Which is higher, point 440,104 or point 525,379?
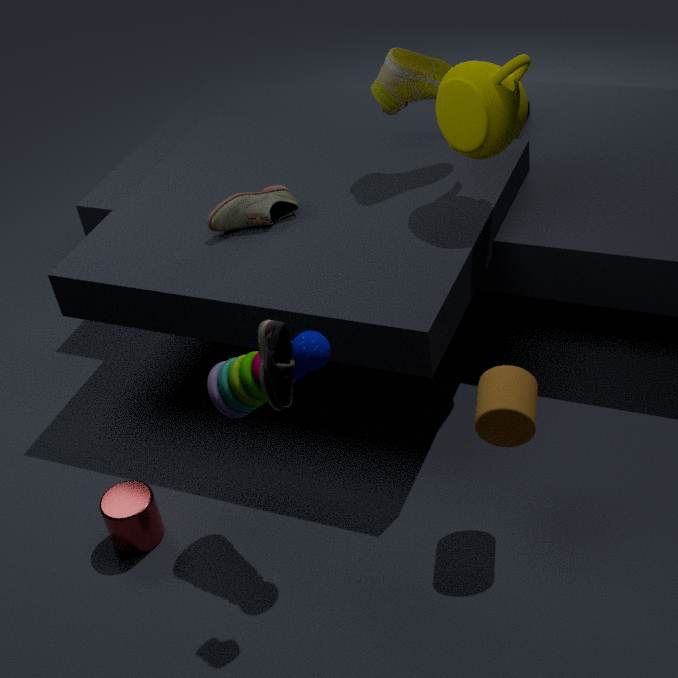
point 440,104
